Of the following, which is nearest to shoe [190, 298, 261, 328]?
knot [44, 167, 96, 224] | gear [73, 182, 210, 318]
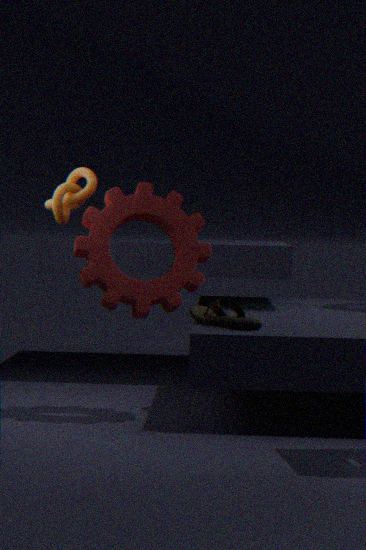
gear [73, 182, 210, 318]
